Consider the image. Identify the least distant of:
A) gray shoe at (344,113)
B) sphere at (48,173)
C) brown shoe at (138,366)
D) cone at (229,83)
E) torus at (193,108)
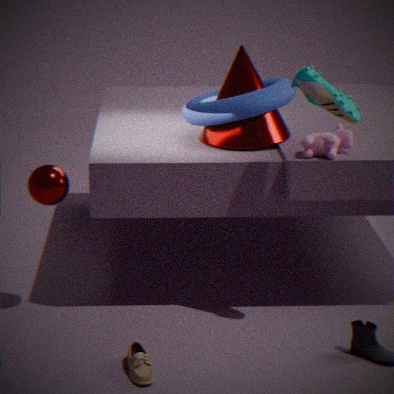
C. brown shoe at (138,366)
